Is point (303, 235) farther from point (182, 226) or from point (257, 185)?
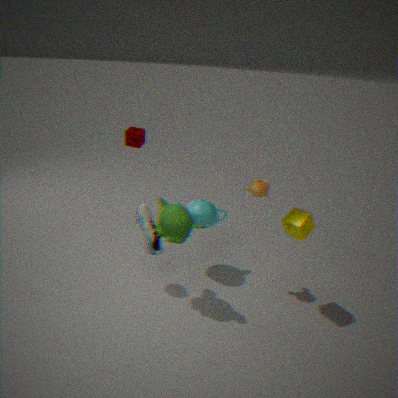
point (182, 226)
